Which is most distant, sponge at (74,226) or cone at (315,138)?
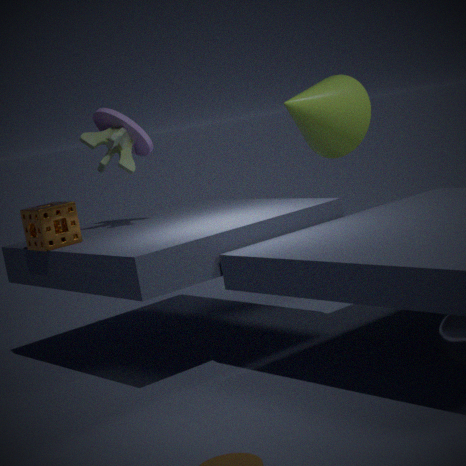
cone at (315,138)
